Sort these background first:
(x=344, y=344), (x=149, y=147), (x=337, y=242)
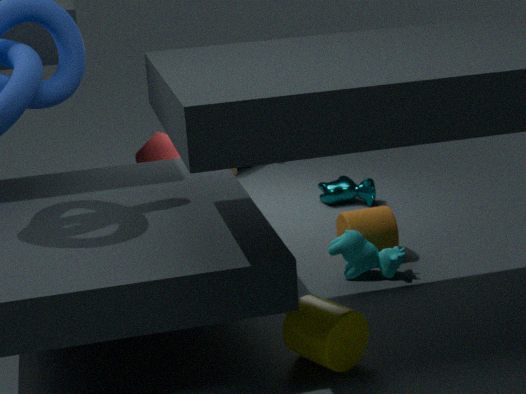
1. (x=149, y=147)
2. (x=337, y=242)
3. (x=344, y=344)
